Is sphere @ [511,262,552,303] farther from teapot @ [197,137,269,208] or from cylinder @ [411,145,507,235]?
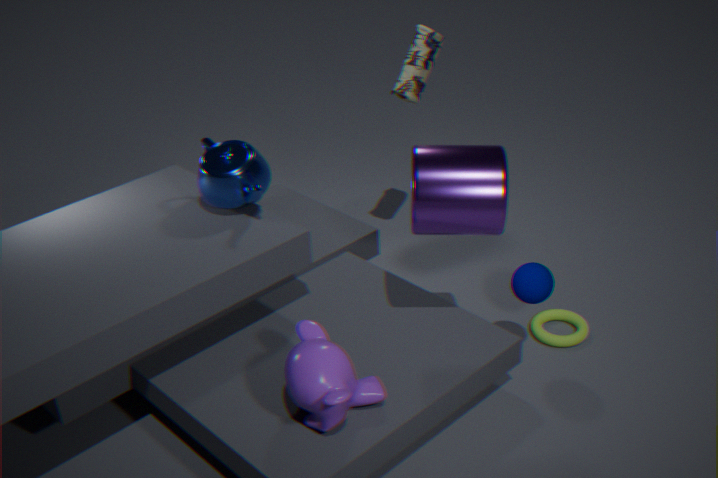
teapot @ [197,137,269,208]
